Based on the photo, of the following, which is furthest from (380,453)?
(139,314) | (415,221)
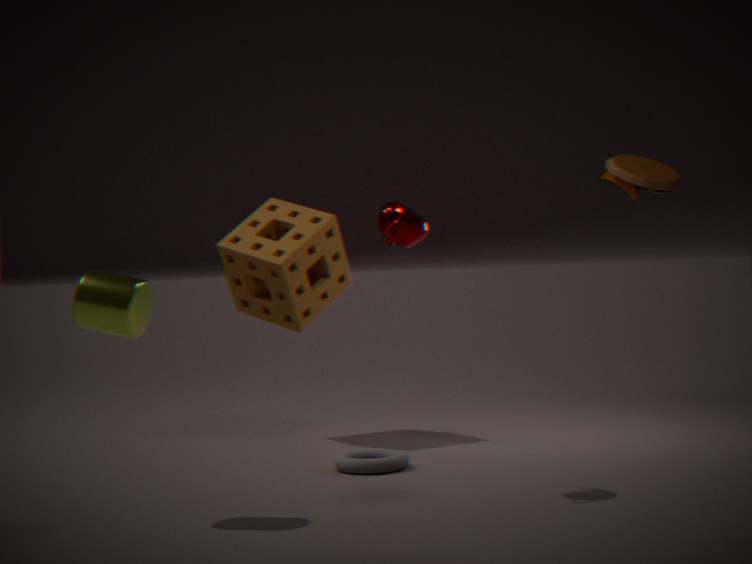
(139,314)
